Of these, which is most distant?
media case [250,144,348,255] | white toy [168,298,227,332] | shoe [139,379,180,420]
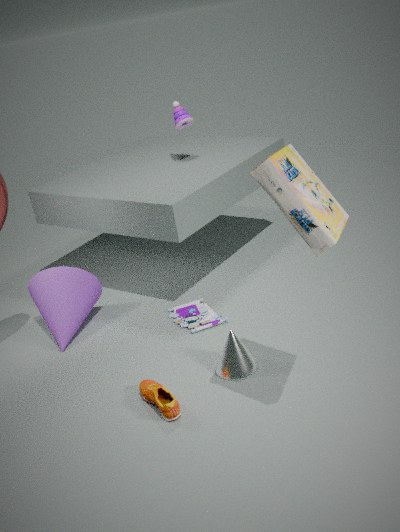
white toy [168,298,227,332]
